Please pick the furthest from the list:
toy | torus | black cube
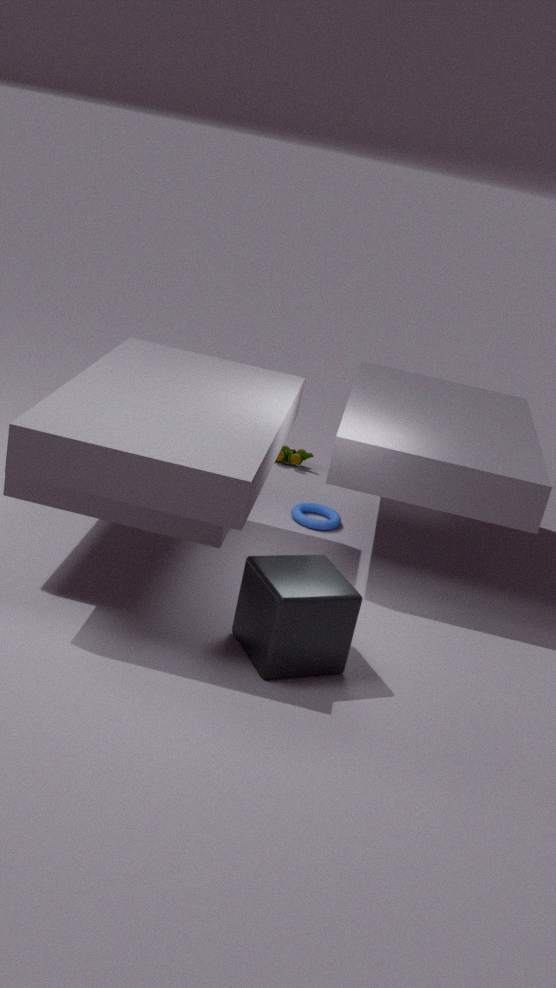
toy
